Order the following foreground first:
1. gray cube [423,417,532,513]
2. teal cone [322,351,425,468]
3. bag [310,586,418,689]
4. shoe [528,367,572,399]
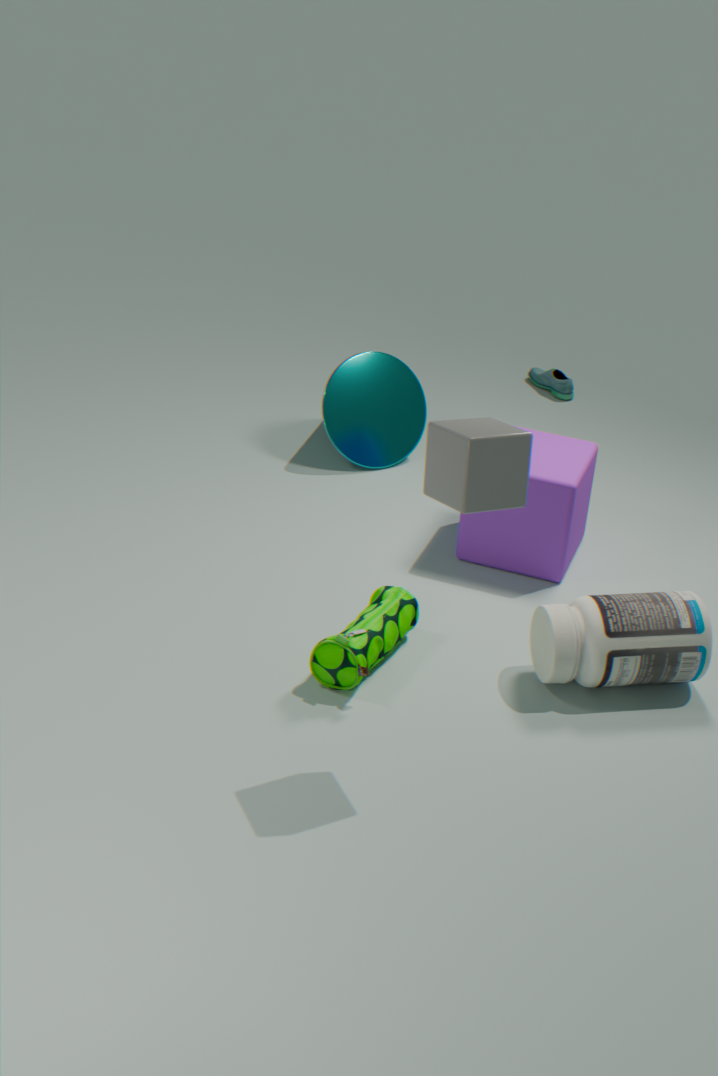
gray cube [423,417,532,513] < bag [310,586,418,689] < teal cone [322,351,425,468] < shoe [528,367,572,399]
